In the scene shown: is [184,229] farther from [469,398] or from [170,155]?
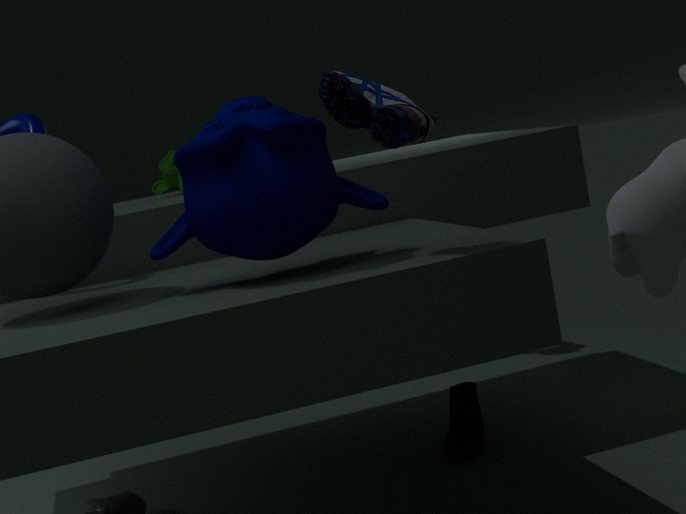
[469,398]
